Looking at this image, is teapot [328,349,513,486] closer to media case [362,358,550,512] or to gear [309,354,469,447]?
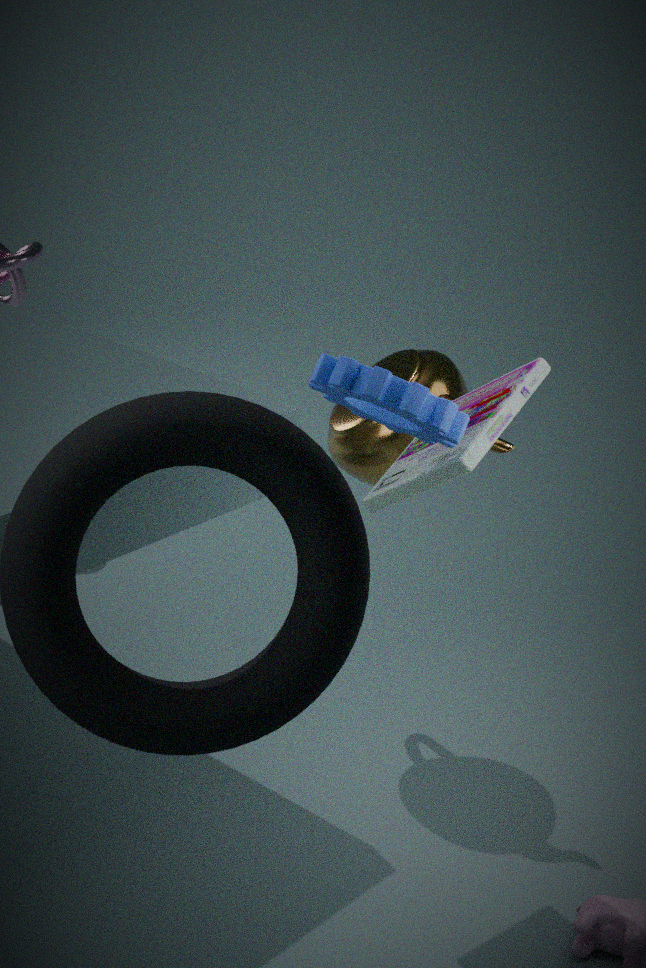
media case [362,358,550,512]
